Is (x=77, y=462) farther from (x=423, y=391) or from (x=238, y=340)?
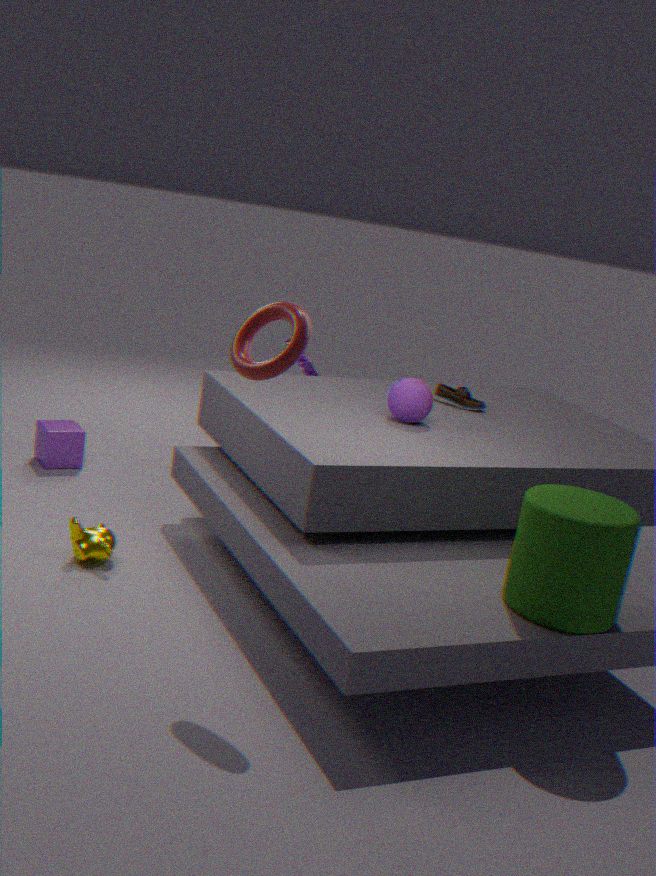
(x=238, y=340)
